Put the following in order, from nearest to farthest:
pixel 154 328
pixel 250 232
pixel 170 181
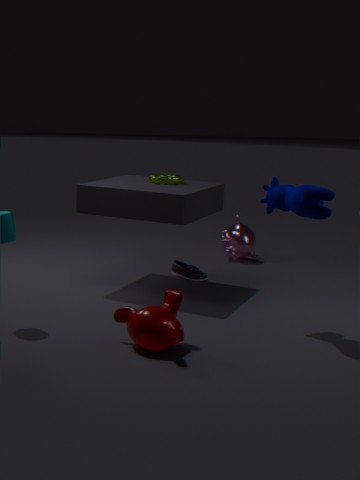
1. pixel 154 328
2. pixel 170 181
3. pixel 250 232
